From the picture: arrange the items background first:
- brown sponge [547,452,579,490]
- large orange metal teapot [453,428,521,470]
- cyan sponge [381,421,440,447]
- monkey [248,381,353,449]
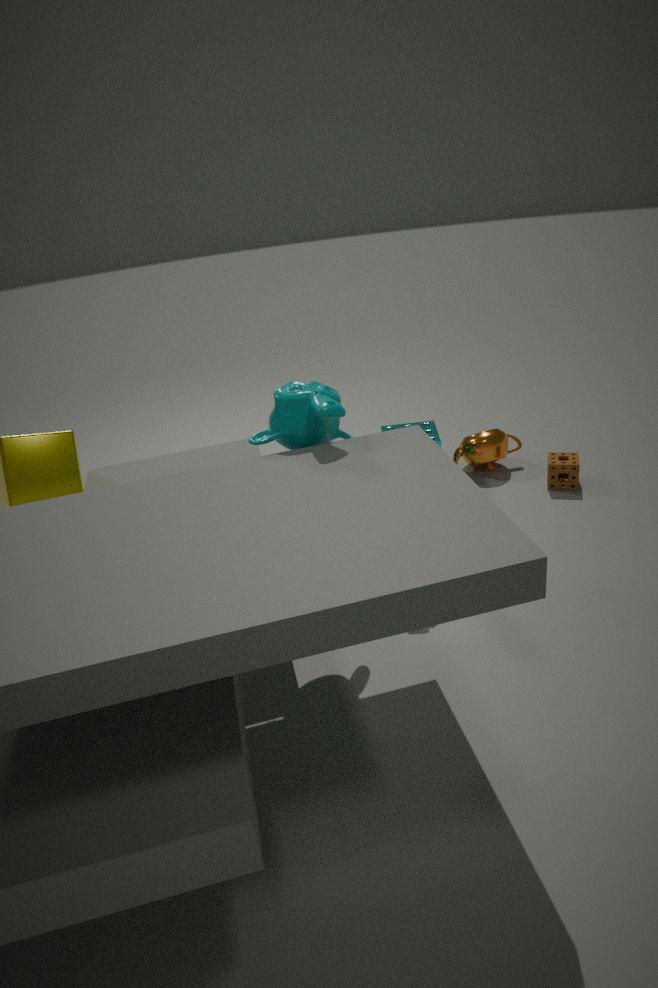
1. large orange metal teapot [453,428,521,470]
2. cyan sponge [381,421,440,447]
3. brown sponge [547,452,579,490]
4. monkey [248,381,353,449]
